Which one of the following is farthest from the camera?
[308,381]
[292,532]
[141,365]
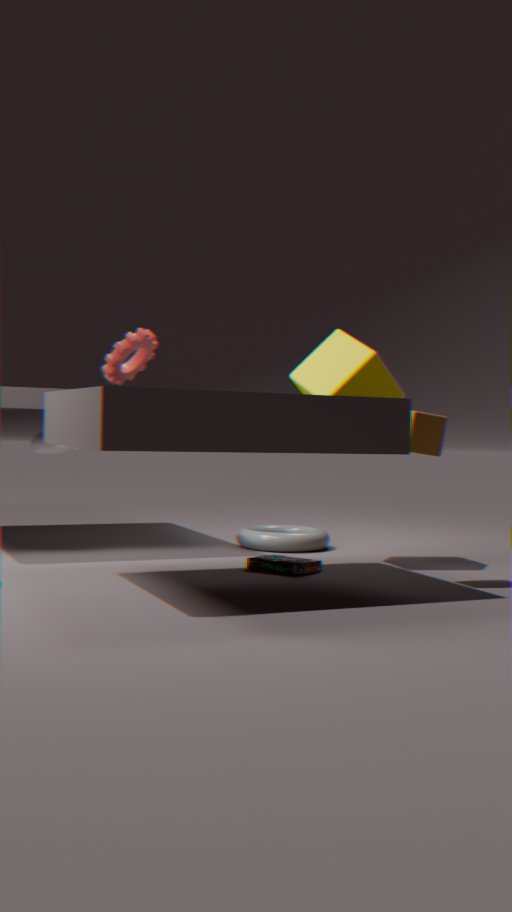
[292,532]
